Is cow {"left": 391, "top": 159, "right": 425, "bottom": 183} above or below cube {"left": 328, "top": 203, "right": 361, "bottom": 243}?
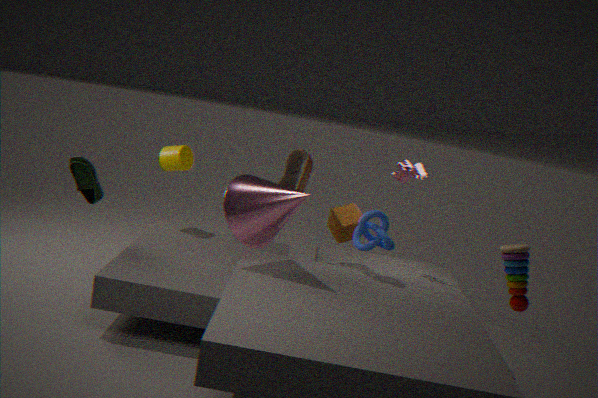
above
